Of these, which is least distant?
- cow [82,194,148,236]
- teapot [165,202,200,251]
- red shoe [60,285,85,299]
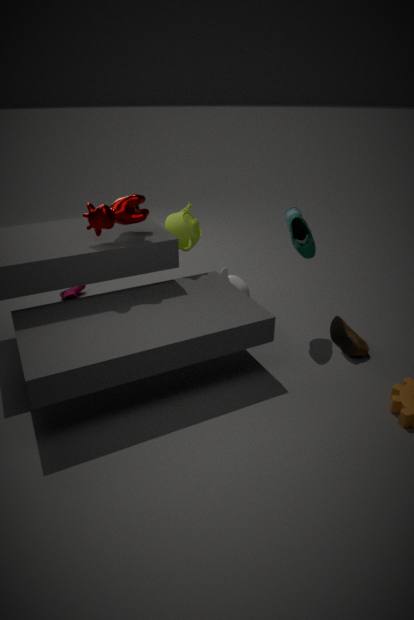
cow [82,194,148,236]
